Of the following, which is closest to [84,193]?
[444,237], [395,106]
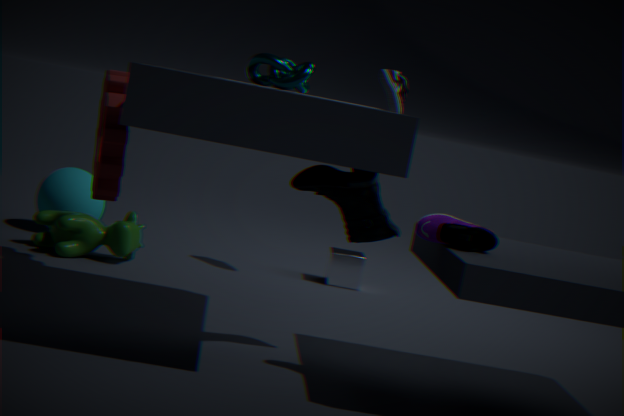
[395,106]
